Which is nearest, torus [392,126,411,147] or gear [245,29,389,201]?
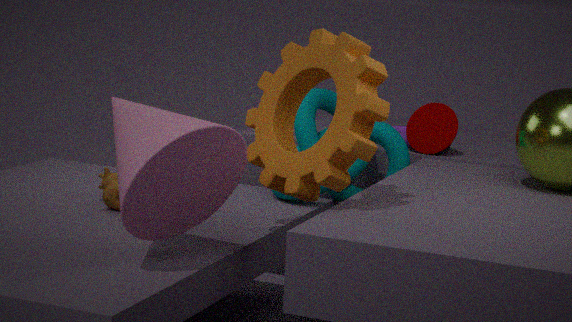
gear [245,29,389,201]
